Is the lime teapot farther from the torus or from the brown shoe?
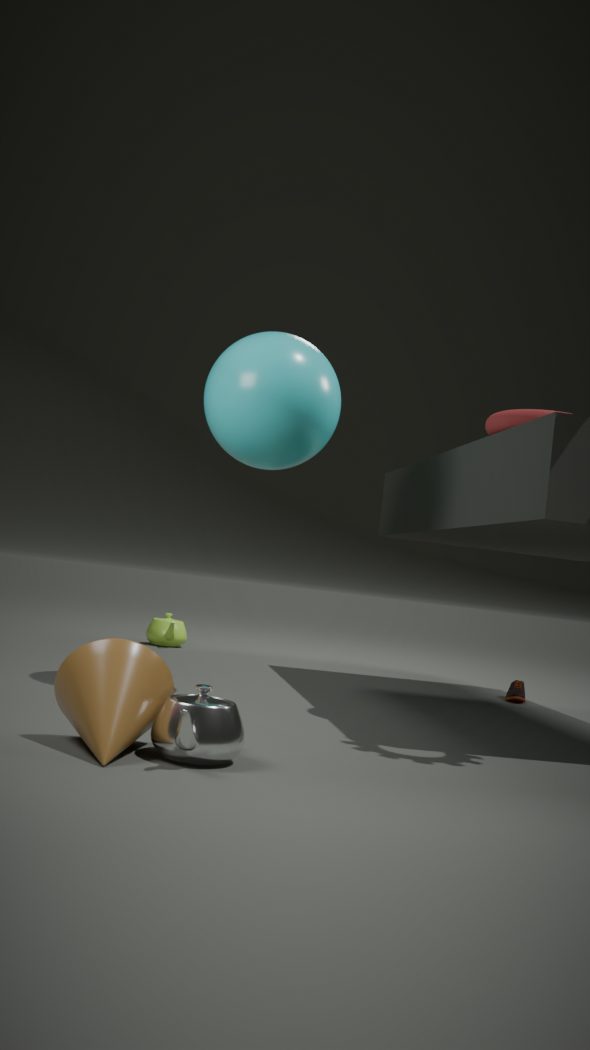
the torus
